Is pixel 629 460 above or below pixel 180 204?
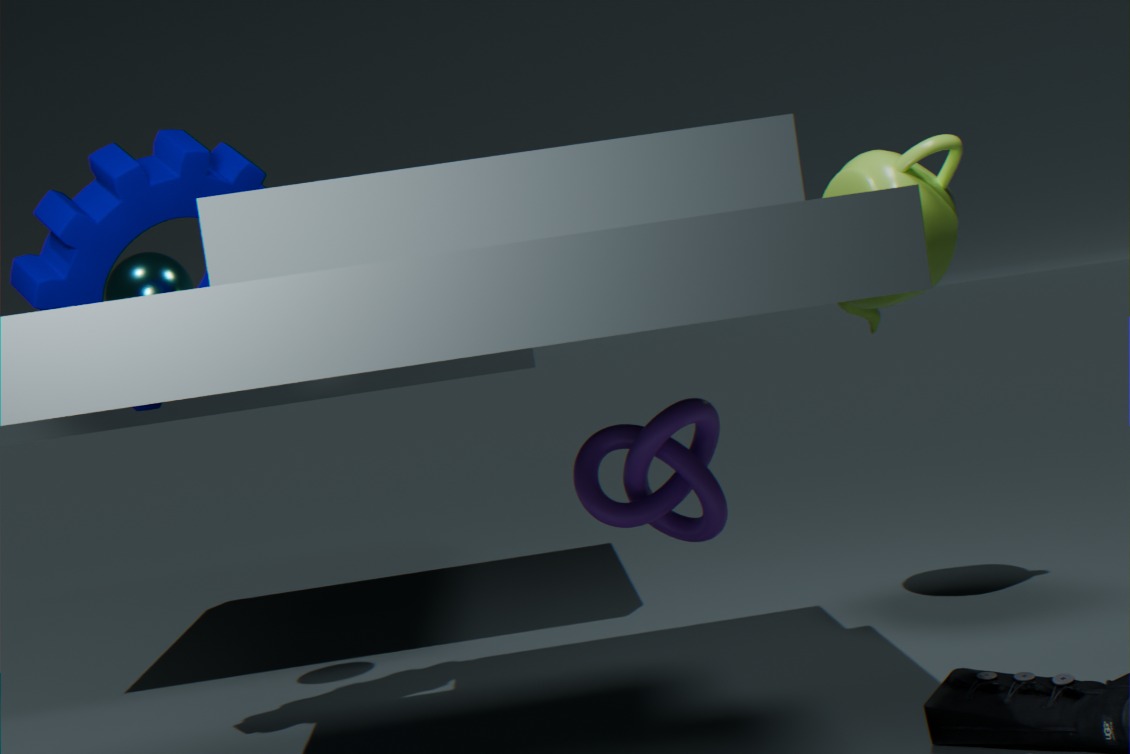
below
